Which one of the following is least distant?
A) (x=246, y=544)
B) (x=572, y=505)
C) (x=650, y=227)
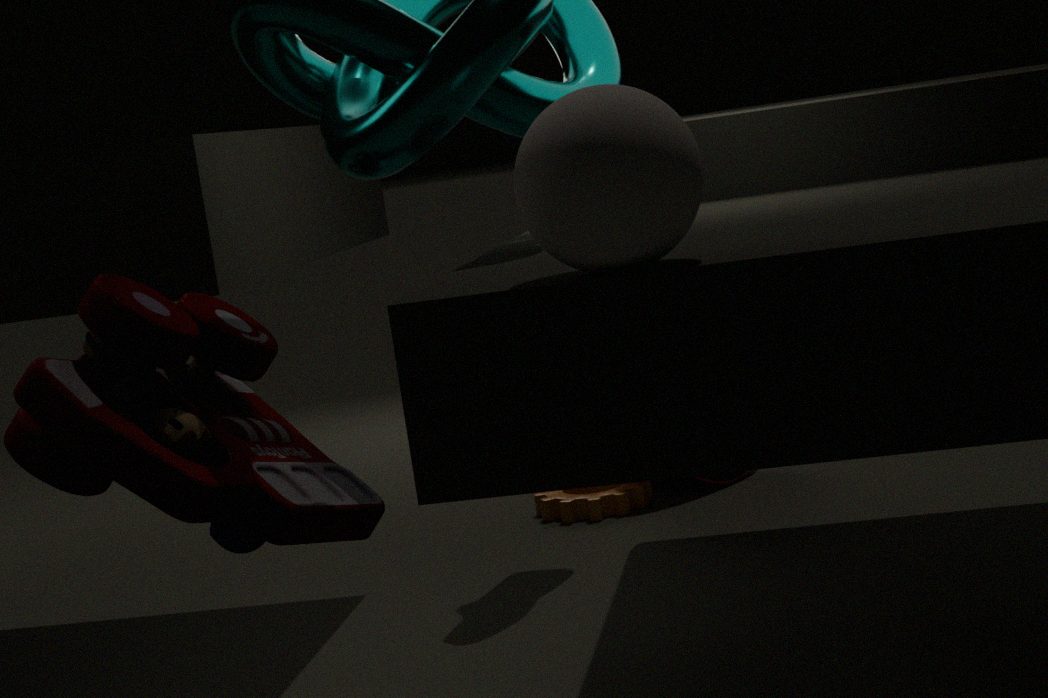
(x=650, y=227)
